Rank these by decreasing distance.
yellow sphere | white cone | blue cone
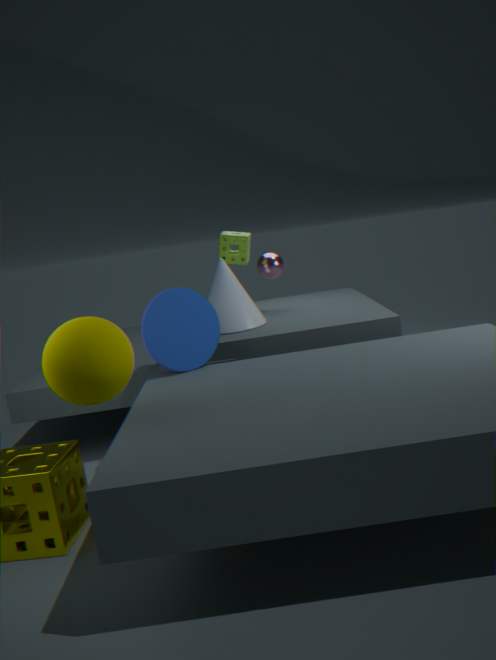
white cone, blue cone, yellow sphere
